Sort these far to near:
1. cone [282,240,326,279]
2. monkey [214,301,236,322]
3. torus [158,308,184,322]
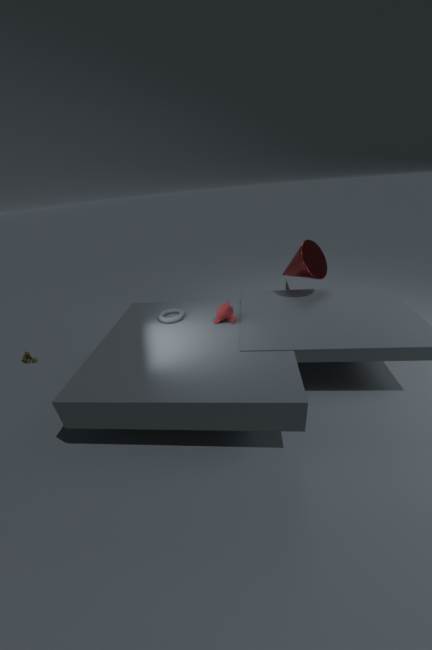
cone [282,240,326,279] → torus [158,308,184,322] → monkey [214,301,236,322]
